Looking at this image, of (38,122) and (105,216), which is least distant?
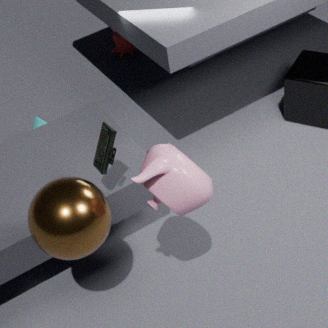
(105,216)
